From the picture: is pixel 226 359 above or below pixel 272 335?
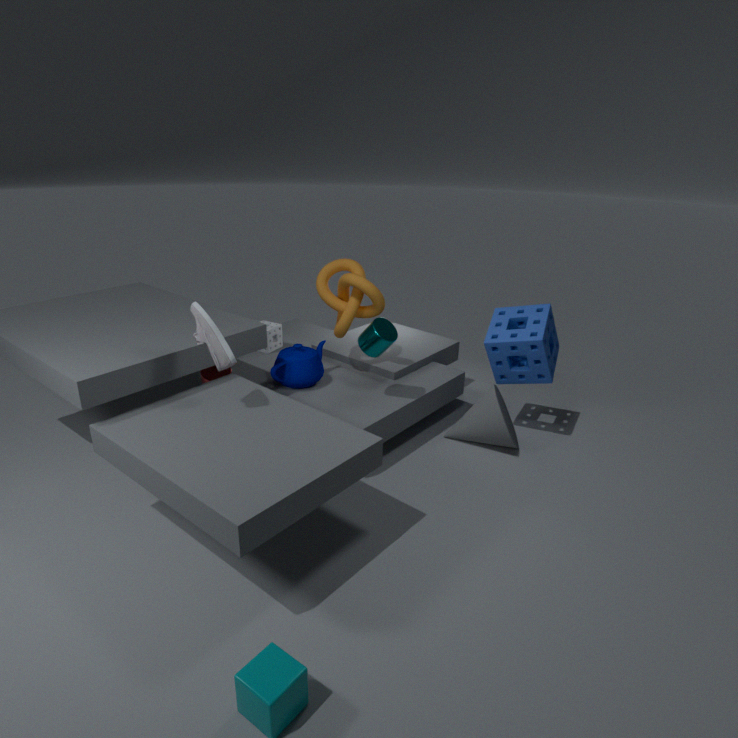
above
